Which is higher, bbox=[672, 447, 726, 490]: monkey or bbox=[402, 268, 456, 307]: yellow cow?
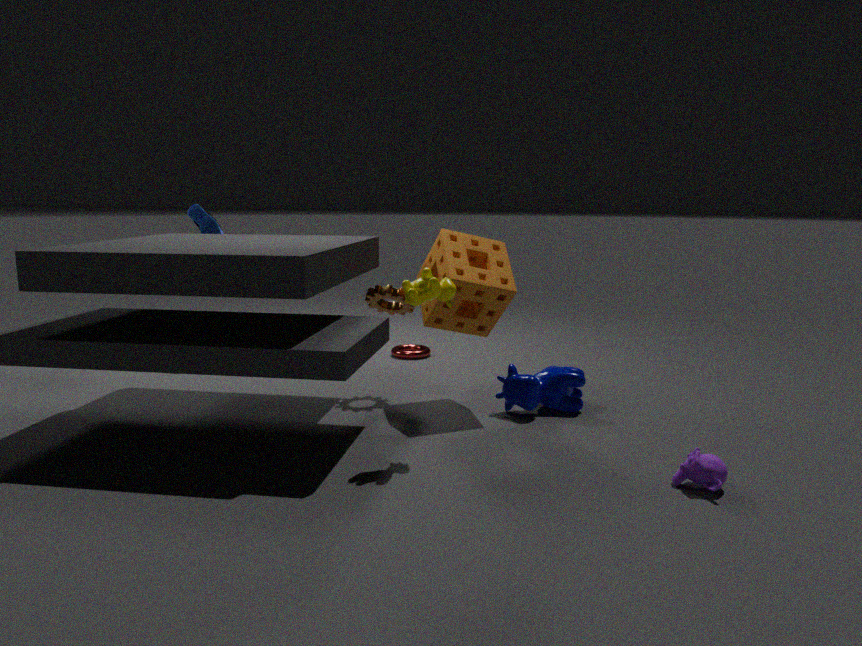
bbox=[402, 268, 456, 307]: yellow cow
